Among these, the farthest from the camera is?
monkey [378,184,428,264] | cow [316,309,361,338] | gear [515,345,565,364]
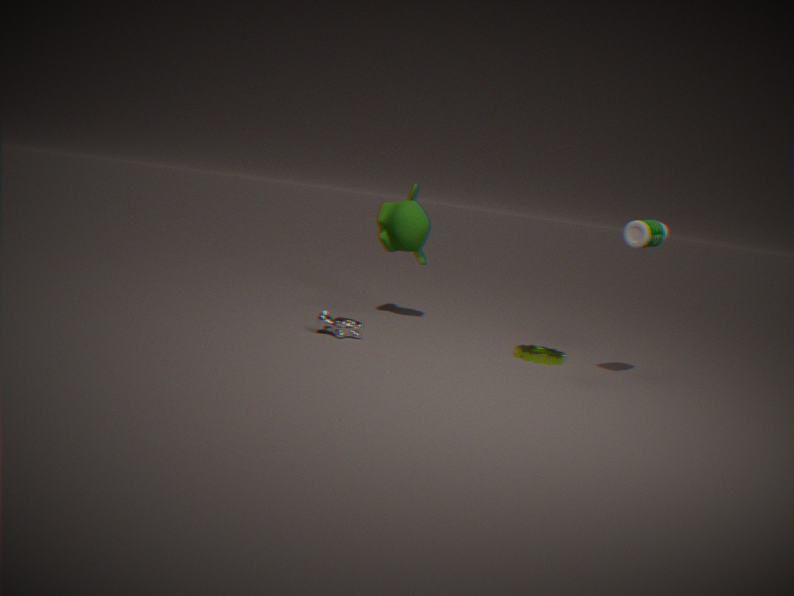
monkey [378,184,428,264]
